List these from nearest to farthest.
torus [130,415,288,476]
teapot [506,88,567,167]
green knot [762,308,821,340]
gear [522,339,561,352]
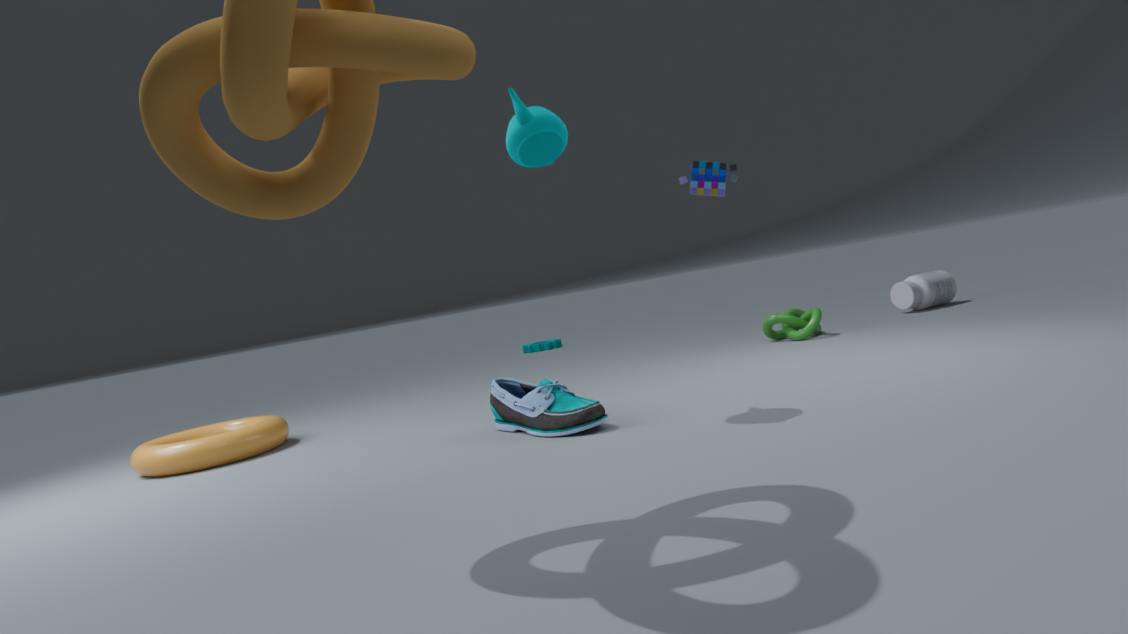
teapot [506,88,567,167], torus [130,415,288,476], green knot [762,308,821,340], gear [522,339,561,352]
